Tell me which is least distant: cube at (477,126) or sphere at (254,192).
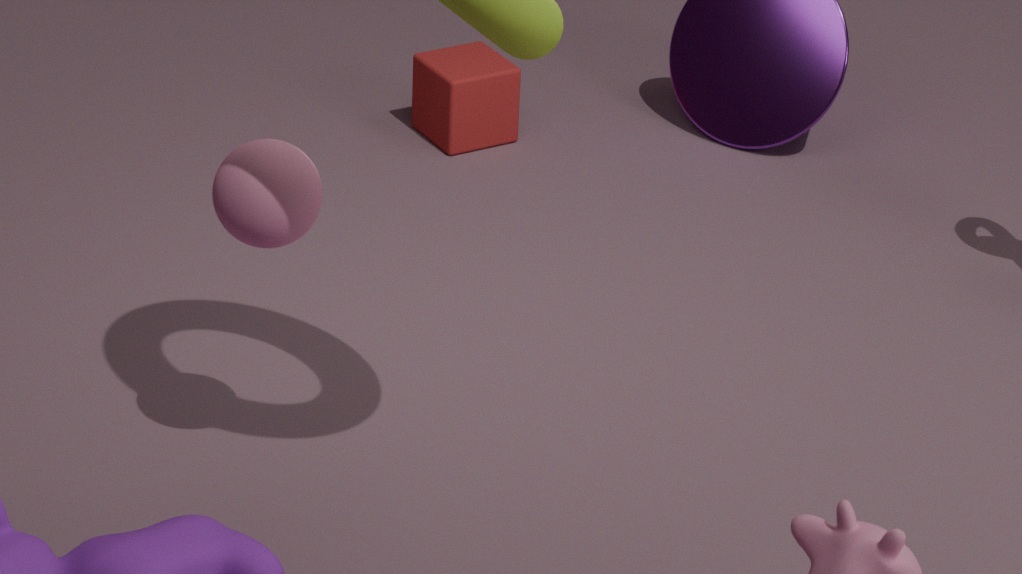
sphere at (254,192)
